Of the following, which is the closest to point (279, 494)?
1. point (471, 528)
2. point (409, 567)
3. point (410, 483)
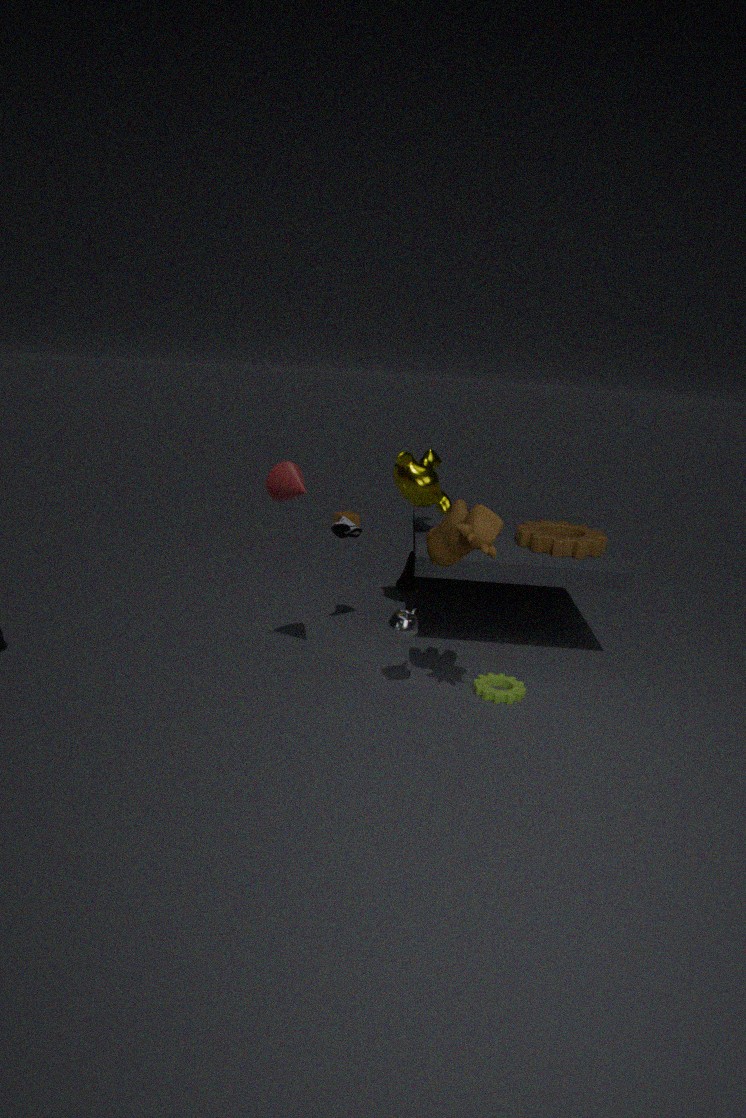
point (471, 528)
